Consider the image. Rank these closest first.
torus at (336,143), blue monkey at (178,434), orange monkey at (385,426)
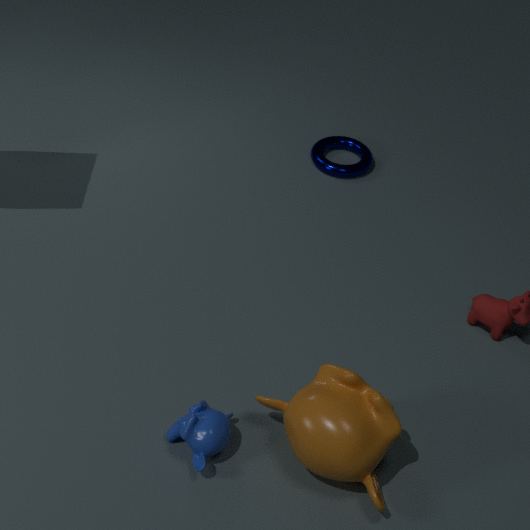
orange monkey at (385,426) < blue monkey at (178,434) < torus at (336,143)
